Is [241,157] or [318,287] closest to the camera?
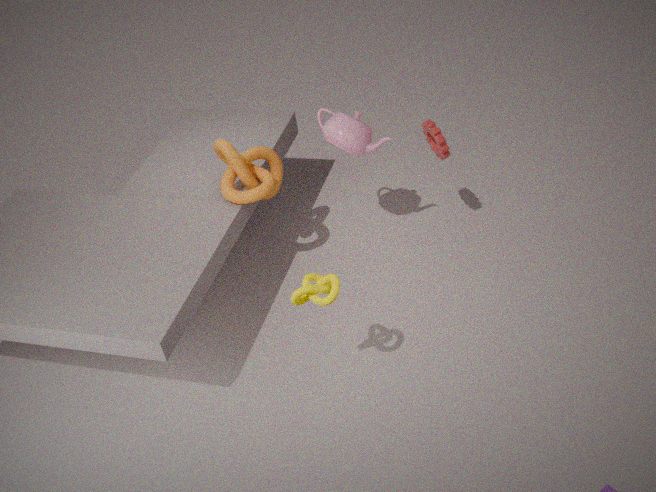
[318,287]
